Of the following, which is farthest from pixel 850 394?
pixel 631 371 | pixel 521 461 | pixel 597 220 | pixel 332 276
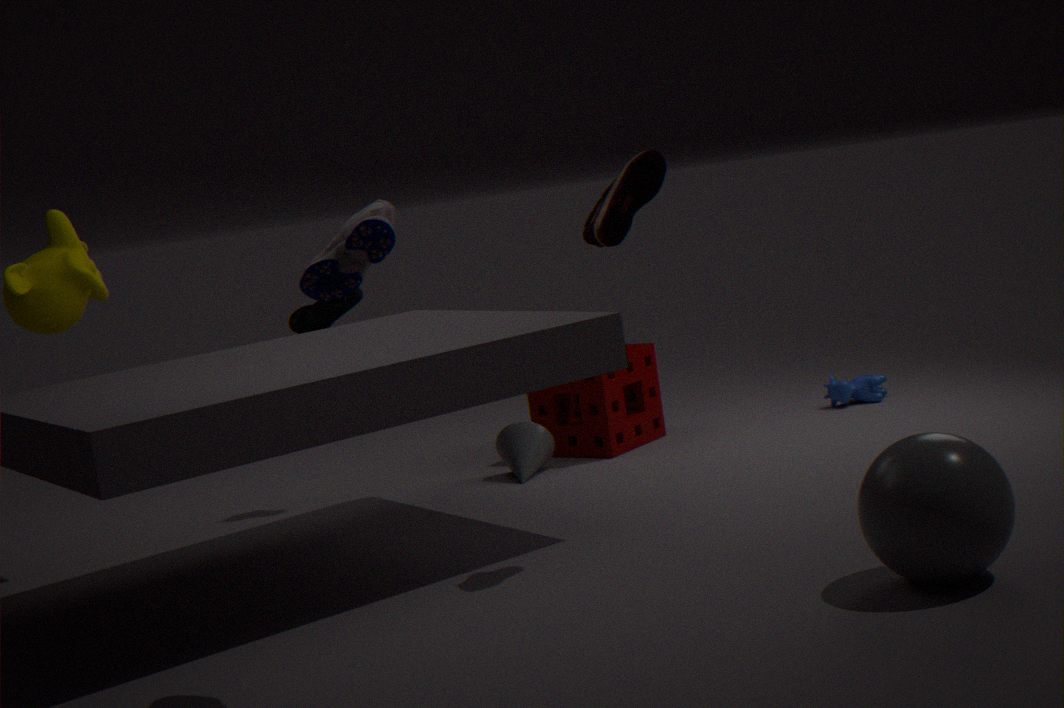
pixel 332 276
